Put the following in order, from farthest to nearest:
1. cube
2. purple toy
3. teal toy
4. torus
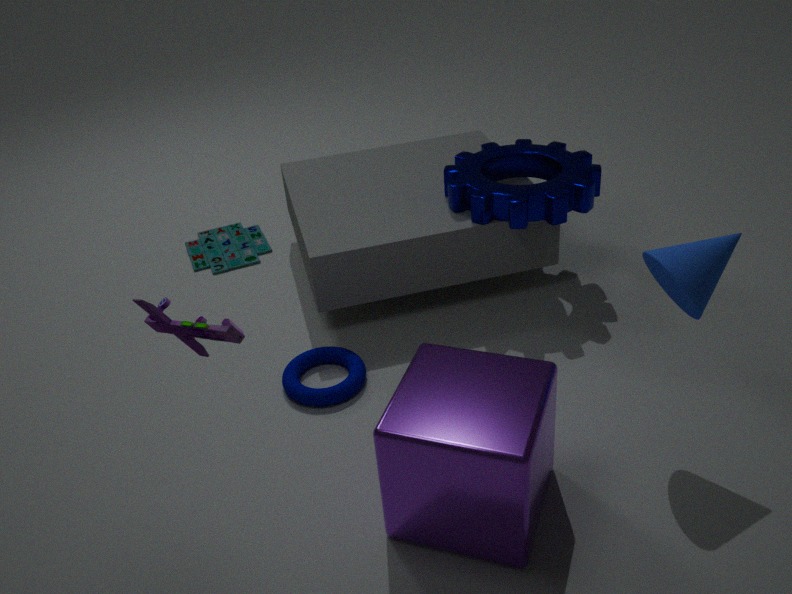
teal toy
torus
cube
purple toy
